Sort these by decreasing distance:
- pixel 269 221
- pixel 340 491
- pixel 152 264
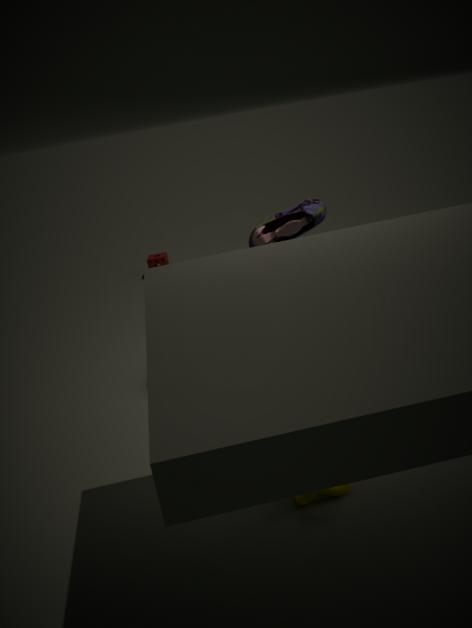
pixel 152 264
pixel 269 221
pixel 340 491
